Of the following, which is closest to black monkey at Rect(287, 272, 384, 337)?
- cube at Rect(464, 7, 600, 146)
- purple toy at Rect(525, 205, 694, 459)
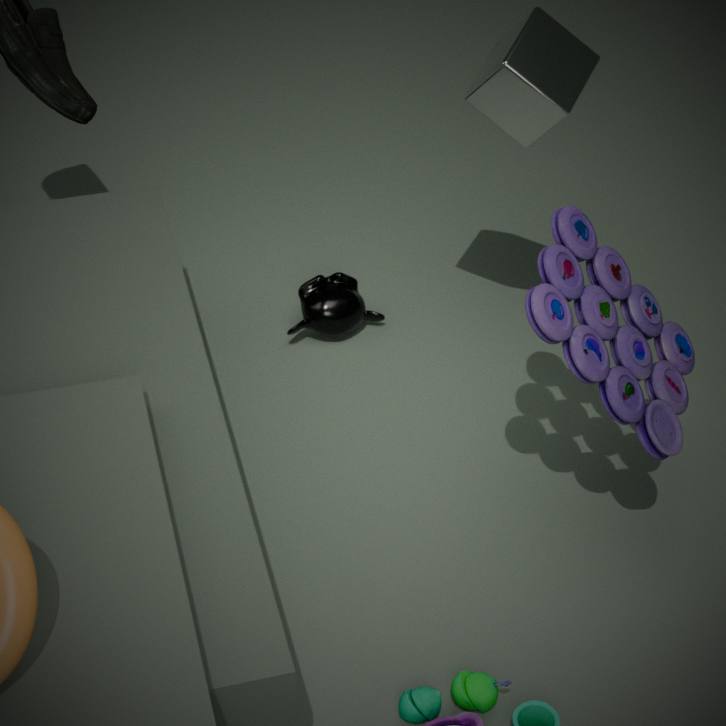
cube at Rect(464, 7, 600, 146)
